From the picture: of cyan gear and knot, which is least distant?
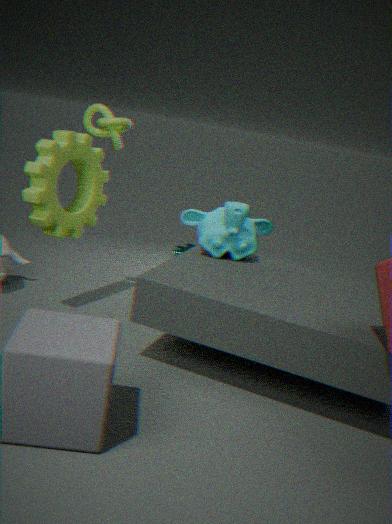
knot
